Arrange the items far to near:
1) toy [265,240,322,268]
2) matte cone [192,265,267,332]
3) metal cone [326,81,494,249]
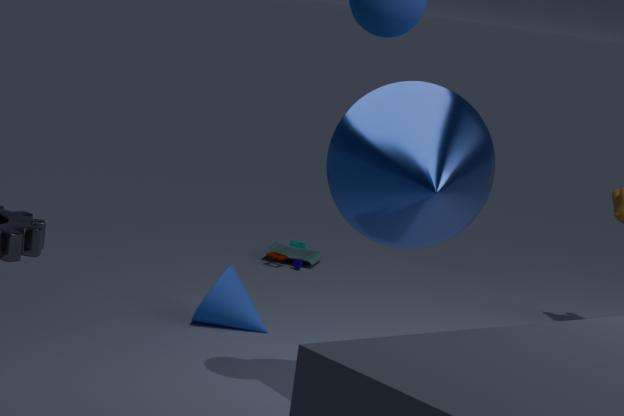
1. toy [265,240,322,268], 2. matte cone [192,265,267,332], 3. metal cone [326,81,494,249]
